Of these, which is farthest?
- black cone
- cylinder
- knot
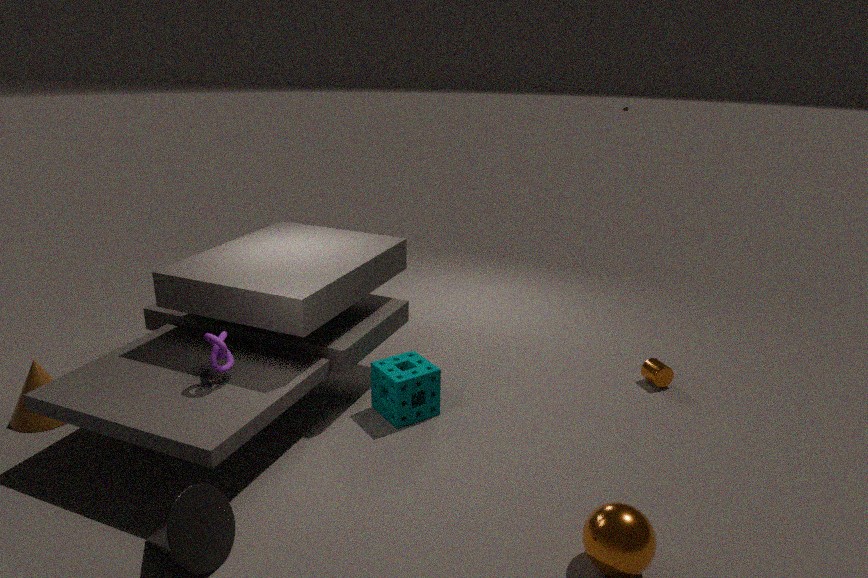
cylinder
